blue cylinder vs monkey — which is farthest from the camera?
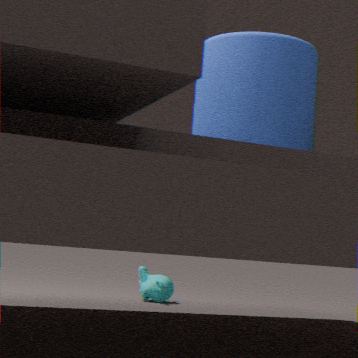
monkey
